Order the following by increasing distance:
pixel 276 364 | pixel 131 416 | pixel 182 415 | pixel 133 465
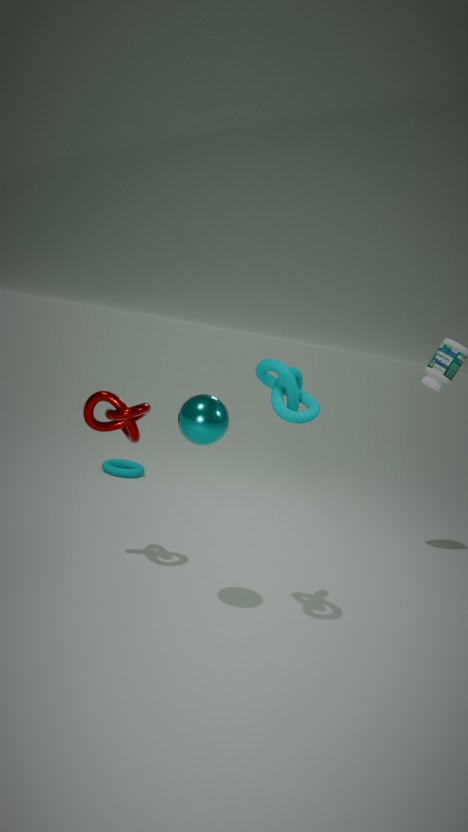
pixel 276 364
pixel 182 415
pixel 131 416
pixel 133 465
